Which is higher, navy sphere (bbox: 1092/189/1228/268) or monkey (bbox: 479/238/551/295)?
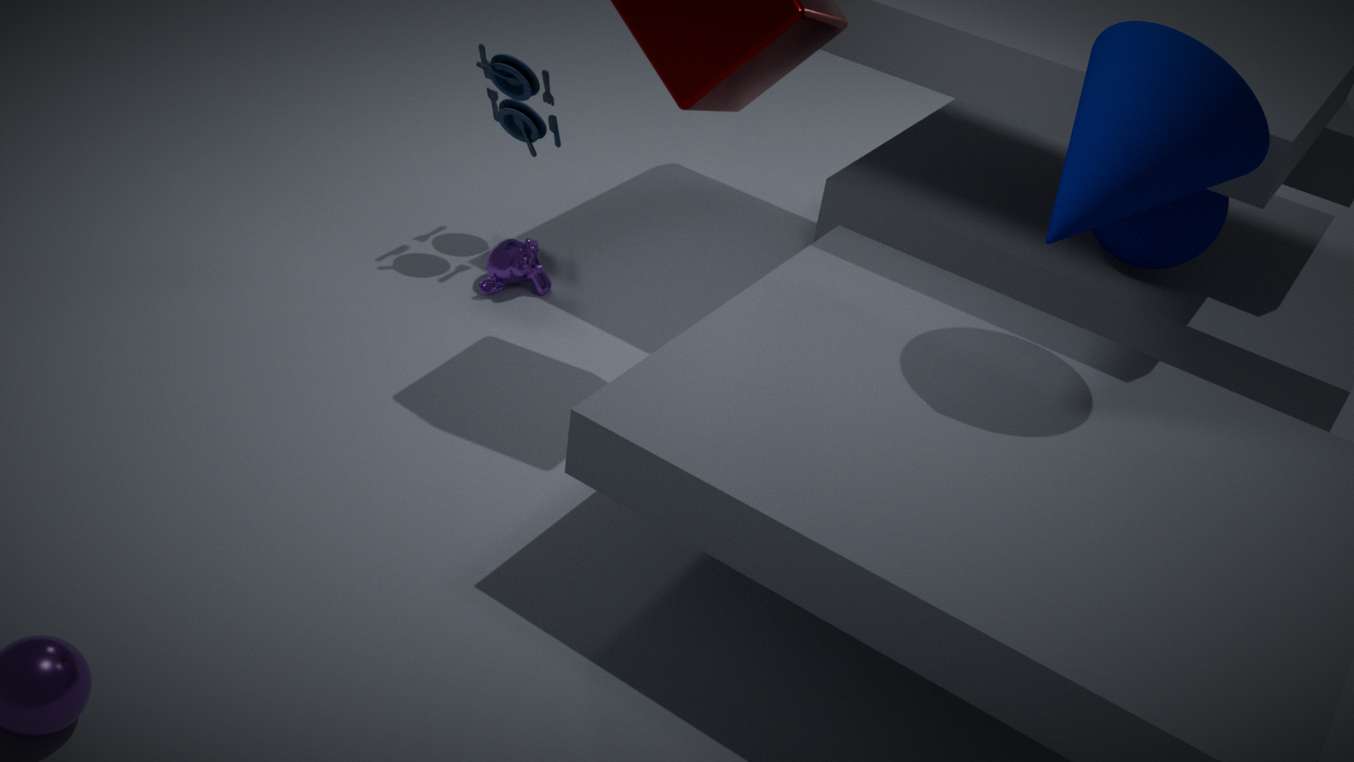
navy sphere (bbox: 1092/189/1228/268)
